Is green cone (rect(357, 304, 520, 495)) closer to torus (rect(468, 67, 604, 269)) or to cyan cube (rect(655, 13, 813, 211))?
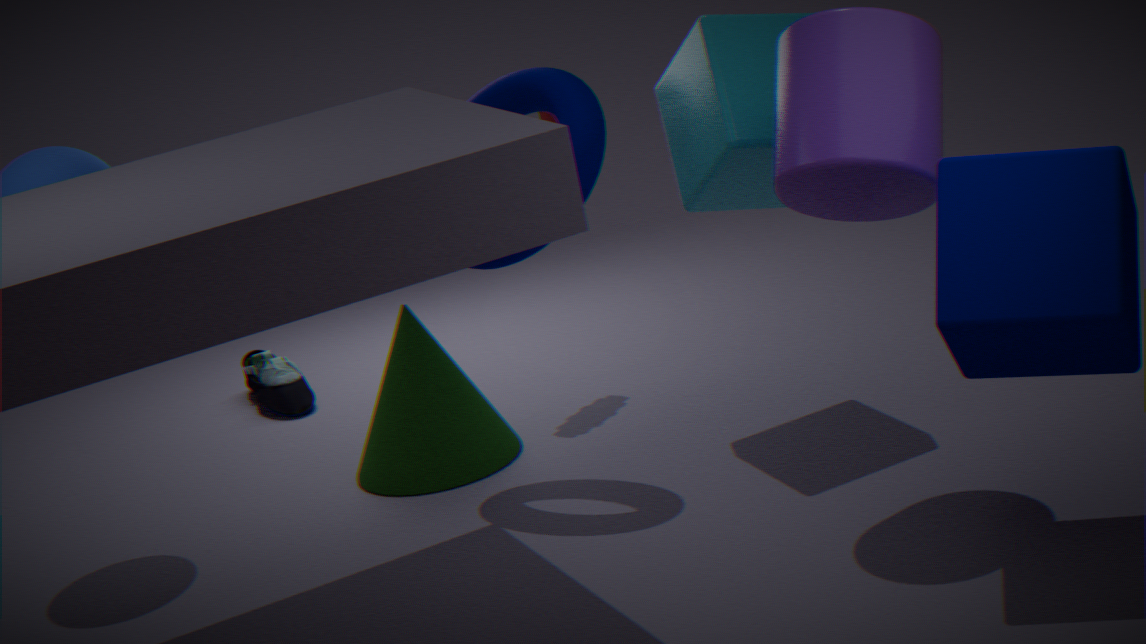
torus (rect(468, 67, 604, 269))
